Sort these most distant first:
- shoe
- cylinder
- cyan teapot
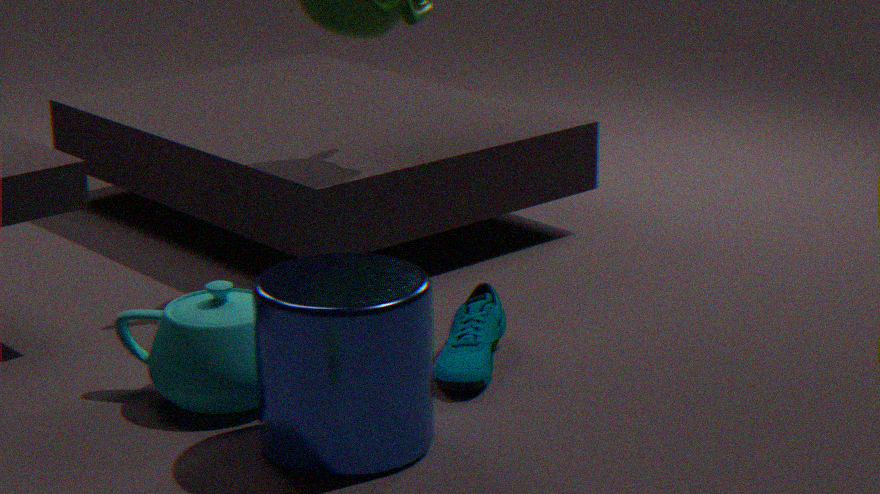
1. shoe
2. cyan teapot
3. cylinder
